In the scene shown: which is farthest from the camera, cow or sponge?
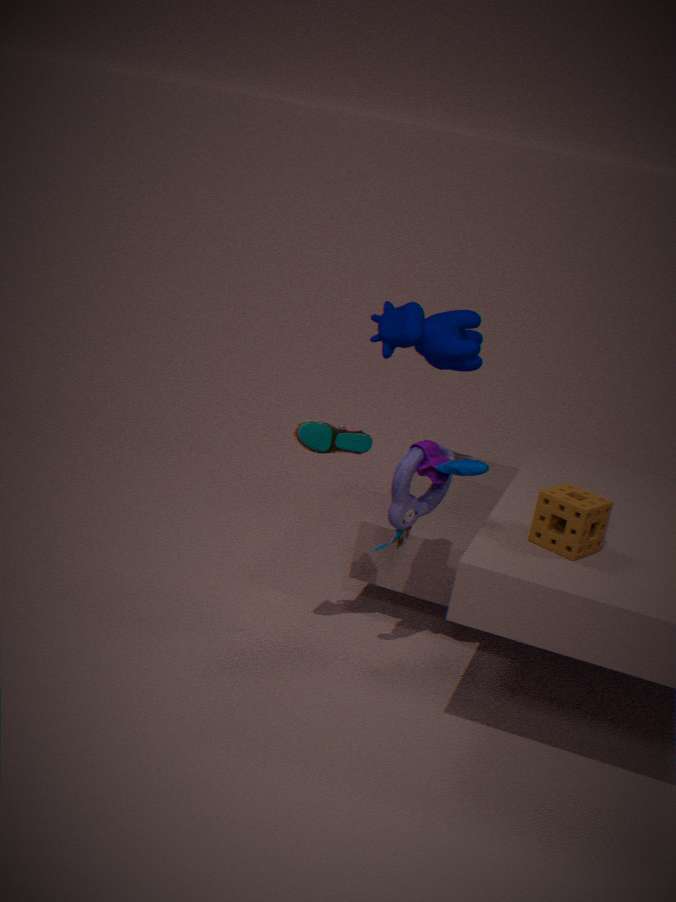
cow
